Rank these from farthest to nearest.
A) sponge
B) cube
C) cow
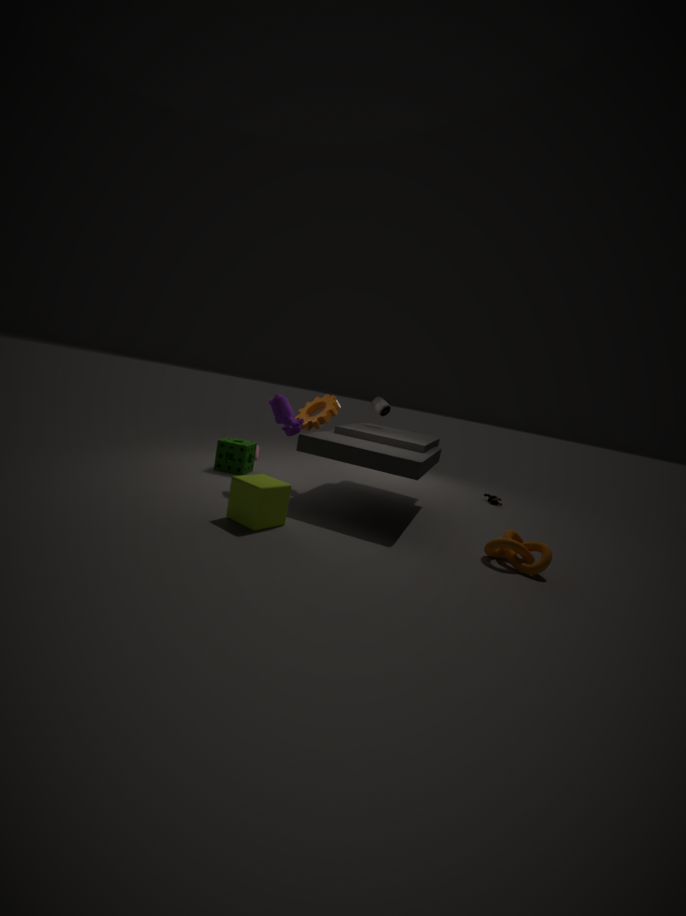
sponge, cow, cube
